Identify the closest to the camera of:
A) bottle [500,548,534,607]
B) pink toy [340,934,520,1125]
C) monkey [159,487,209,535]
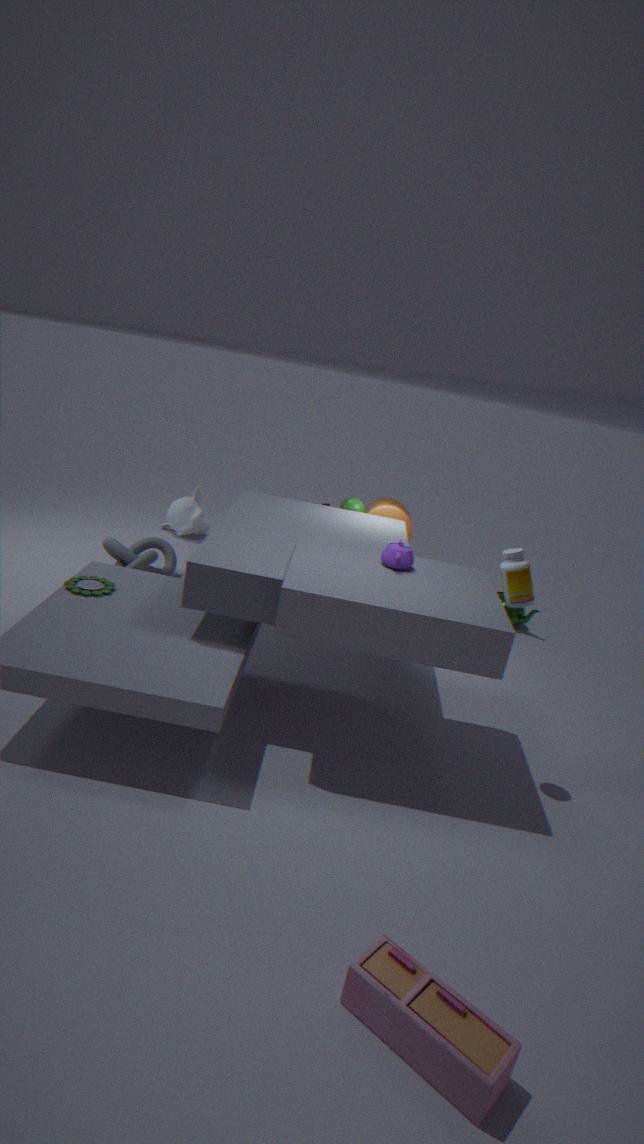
pink toy [340,934,520,1125]
